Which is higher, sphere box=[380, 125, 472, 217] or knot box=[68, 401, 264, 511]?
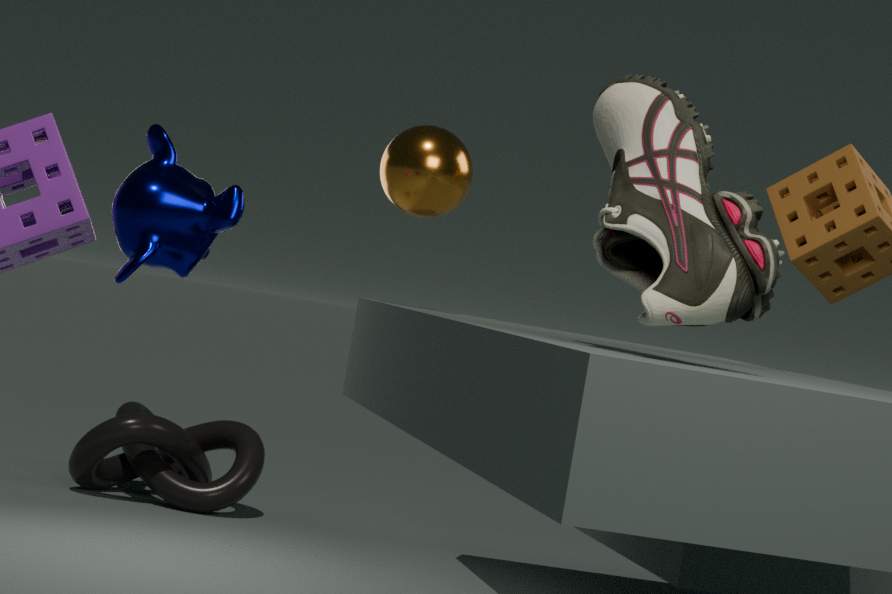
sphere box=[380, 125, 472, 217]
